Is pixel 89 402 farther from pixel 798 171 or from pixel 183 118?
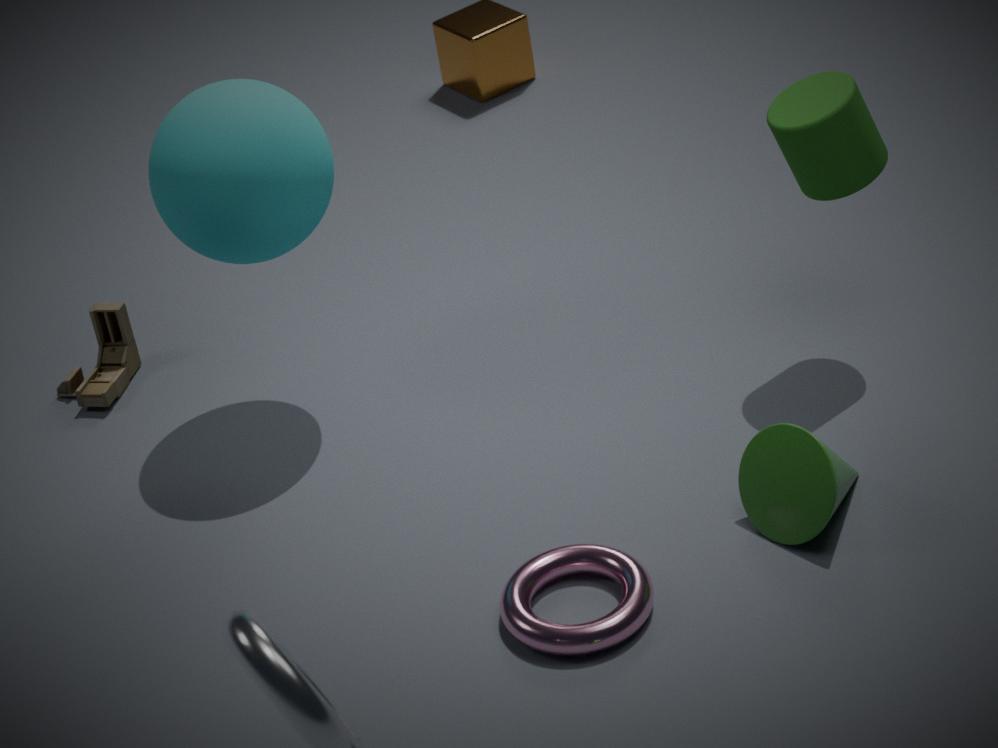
pixel 798 171
